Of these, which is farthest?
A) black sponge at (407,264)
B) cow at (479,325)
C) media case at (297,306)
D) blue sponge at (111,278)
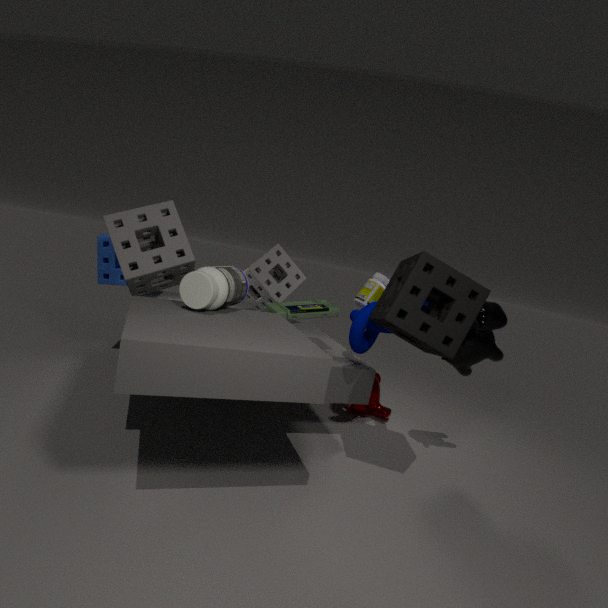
blue sponge at (111,278)
